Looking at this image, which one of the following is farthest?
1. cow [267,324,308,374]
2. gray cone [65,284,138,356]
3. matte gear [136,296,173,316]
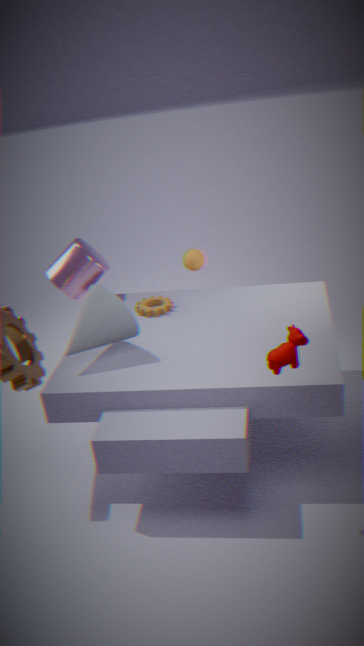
matte gear [136,296,173,316]
